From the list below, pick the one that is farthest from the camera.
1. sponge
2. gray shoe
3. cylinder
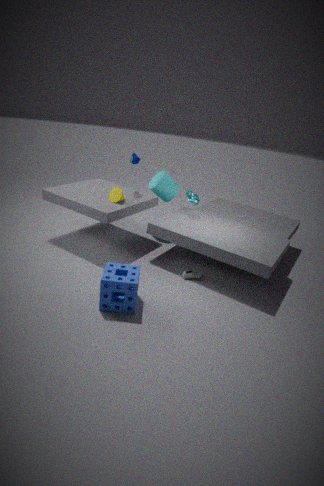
cylinder
